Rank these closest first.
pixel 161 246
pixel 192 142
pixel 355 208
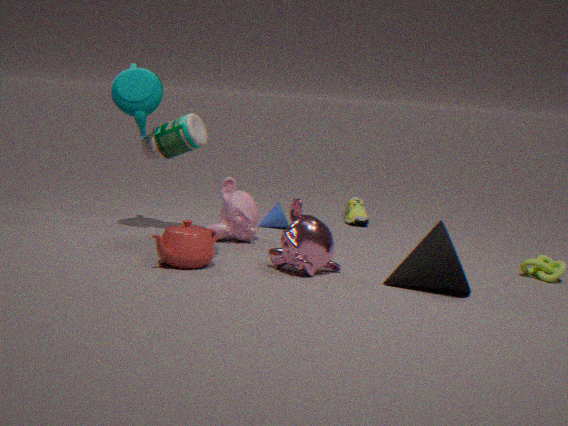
1. pixel 161 246
2. pixel 192 142
3. pixel 355 208
